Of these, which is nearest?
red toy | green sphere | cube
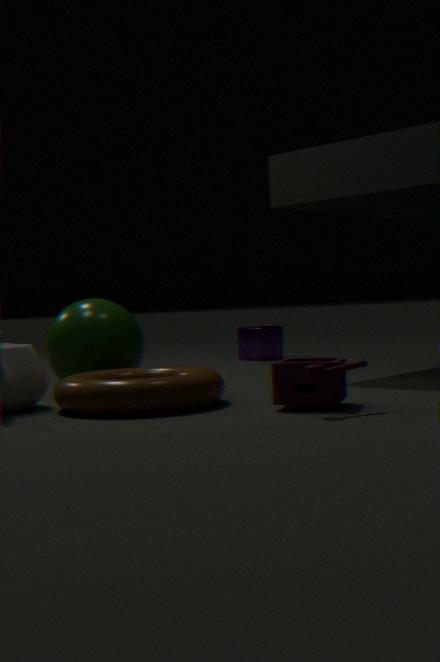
red toy
